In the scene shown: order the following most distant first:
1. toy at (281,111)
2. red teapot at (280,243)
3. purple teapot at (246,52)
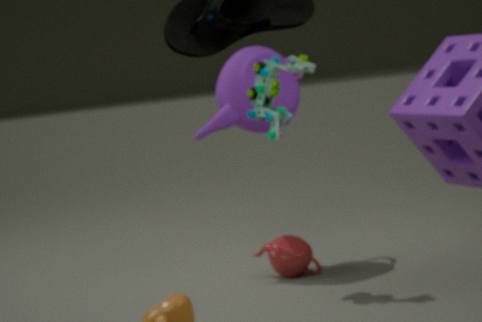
purple teapot at (246,52) → red teapot at (280,243) → toy at (281,111)
